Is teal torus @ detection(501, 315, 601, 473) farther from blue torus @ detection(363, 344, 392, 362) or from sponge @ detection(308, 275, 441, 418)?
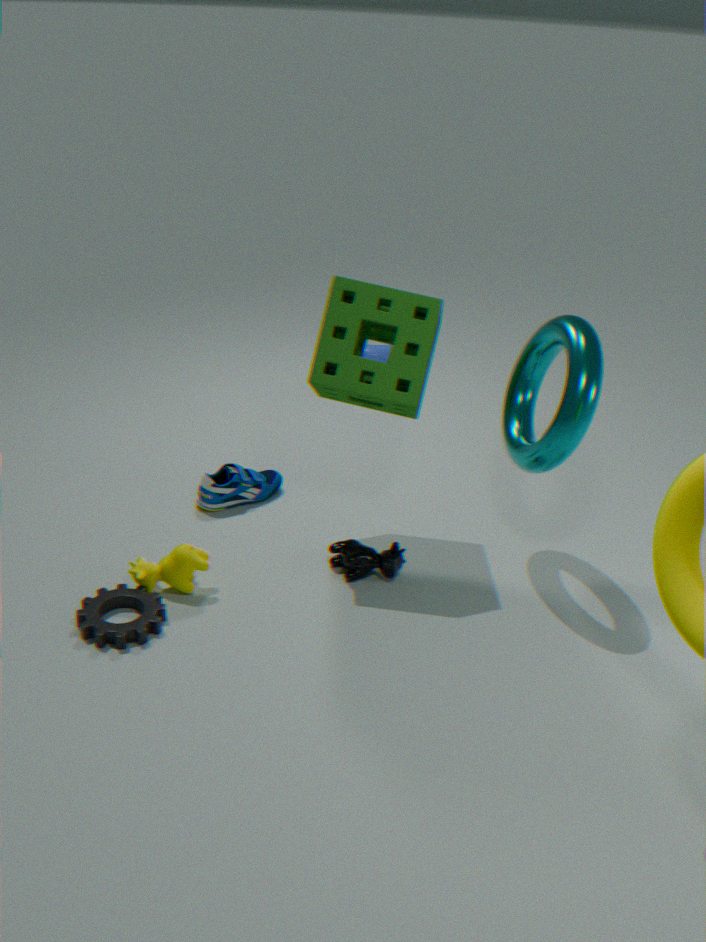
blue torus @ detection(363, 344, 392, 362)
